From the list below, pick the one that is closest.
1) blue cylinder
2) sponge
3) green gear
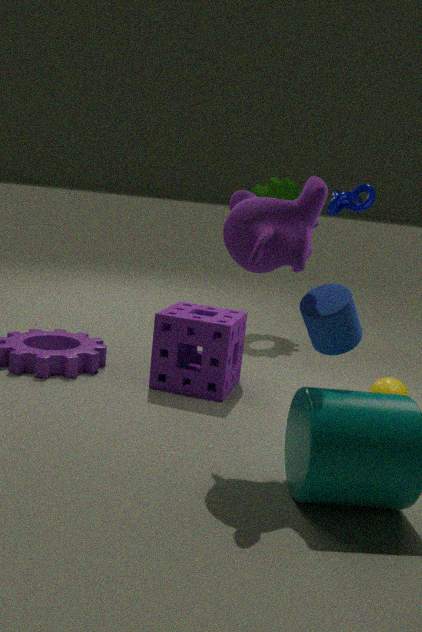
1. blue cylinder
